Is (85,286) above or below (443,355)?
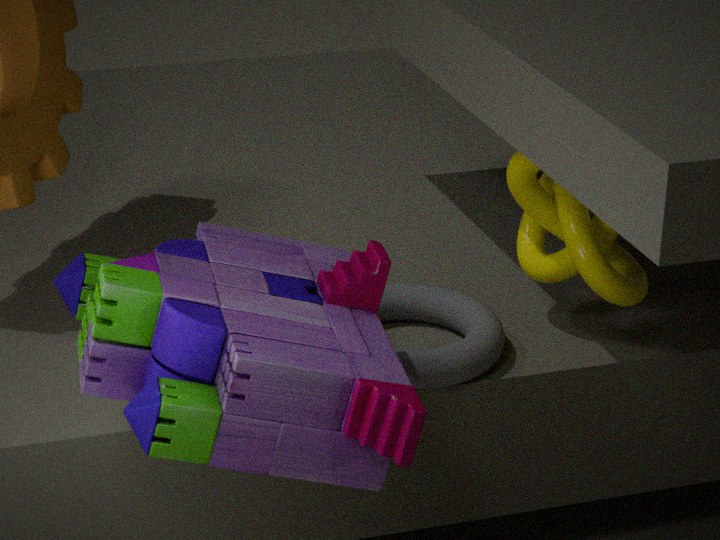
above
